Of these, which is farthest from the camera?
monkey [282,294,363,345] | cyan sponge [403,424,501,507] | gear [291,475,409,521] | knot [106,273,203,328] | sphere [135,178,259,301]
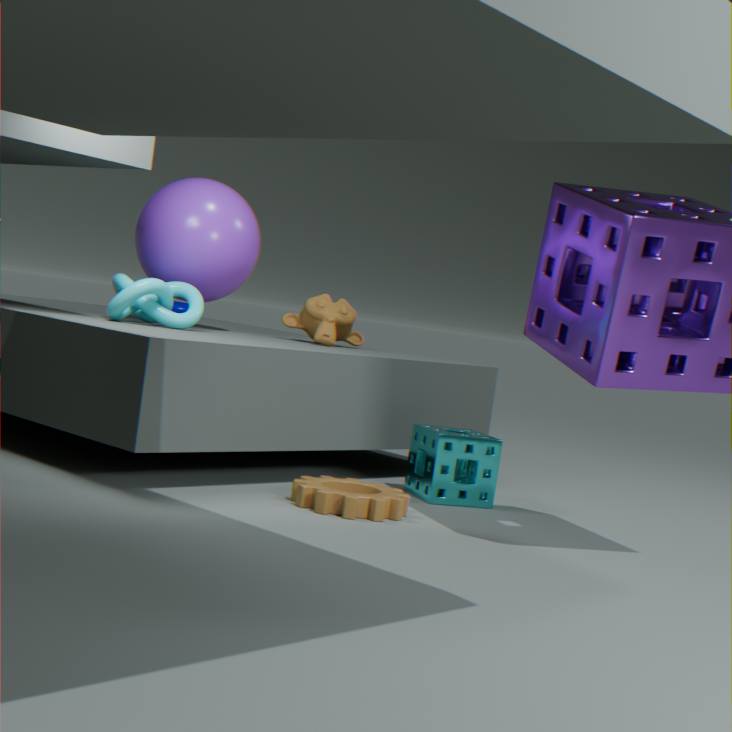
monkey [282,294,363,345]
